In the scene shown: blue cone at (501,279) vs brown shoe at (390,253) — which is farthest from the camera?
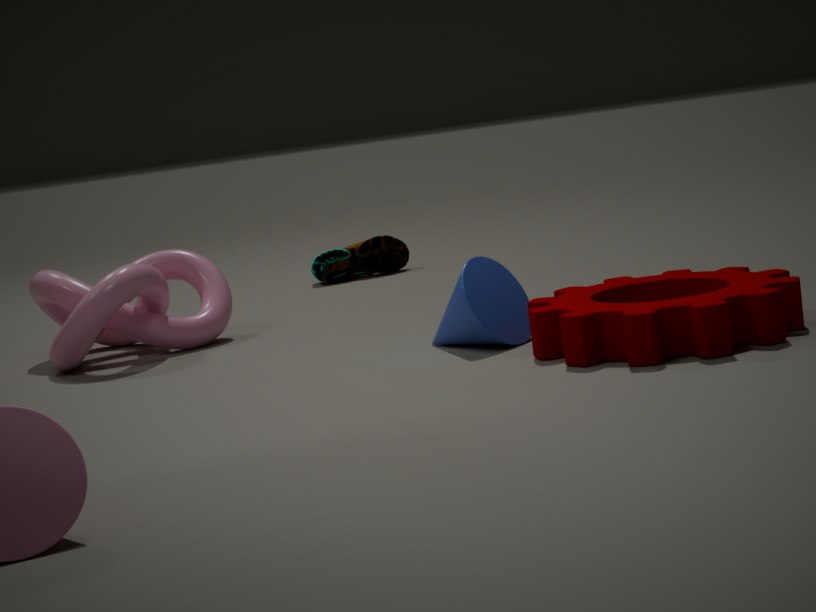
brown shoe at (390,253)
